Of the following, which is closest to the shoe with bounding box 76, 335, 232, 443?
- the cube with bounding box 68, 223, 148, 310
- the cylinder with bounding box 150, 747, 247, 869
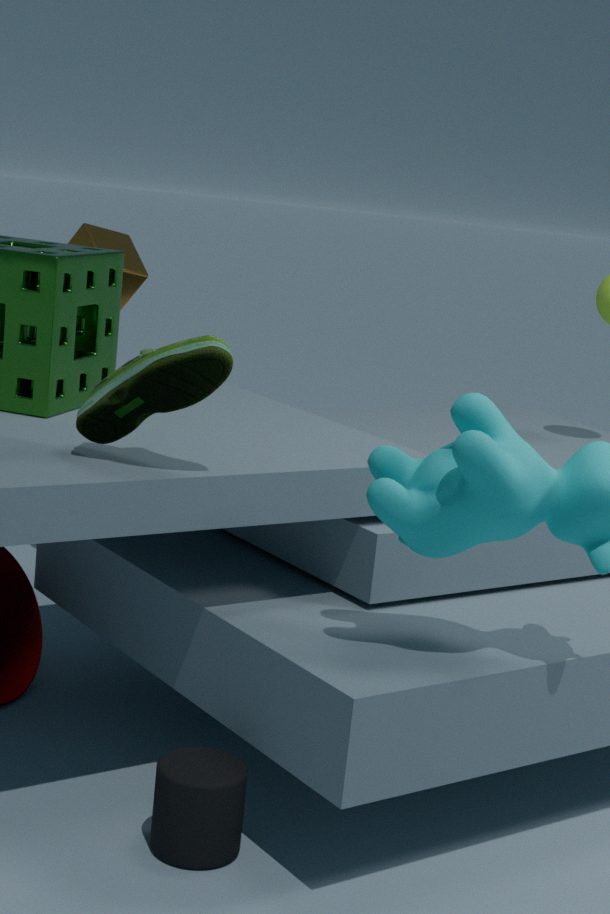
the cylinder with bounding box 150, 747, 247, 869
